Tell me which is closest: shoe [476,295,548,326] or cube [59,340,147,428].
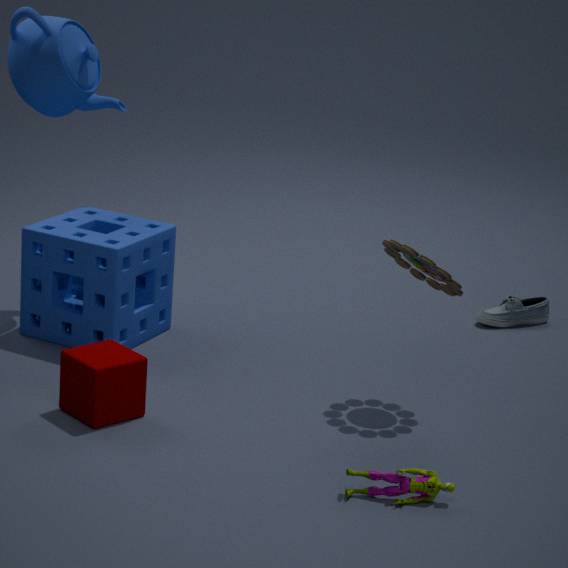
cube [59,340,147,428]
